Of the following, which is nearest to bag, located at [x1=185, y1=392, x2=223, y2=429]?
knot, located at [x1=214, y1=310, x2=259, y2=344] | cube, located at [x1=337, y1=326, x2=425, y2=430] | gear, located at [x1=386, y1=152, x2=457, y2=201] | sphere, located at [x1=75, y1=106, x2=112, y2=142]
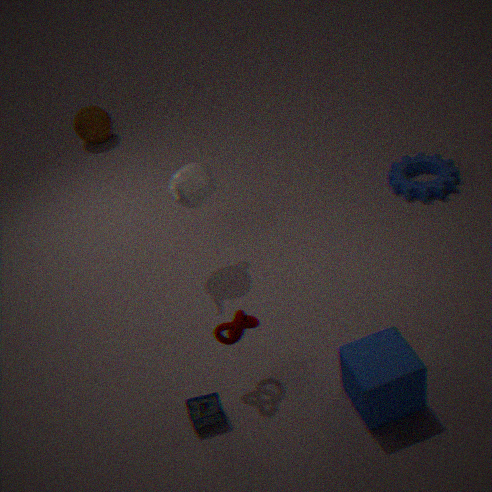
knot, located at [x1=214, y1=310, x2=259, y2=344]
